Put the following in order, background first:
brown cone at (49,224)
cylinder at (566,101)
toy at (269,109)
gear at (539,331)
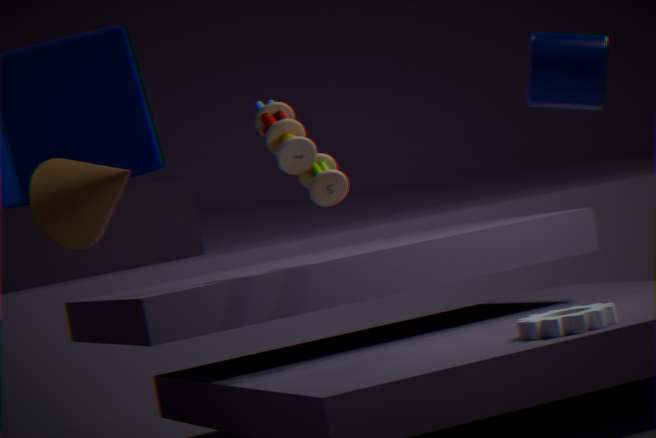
toy at (269,109)
gear at (539,331)
cylinder at (566,101)
brown cone at (49,224)
